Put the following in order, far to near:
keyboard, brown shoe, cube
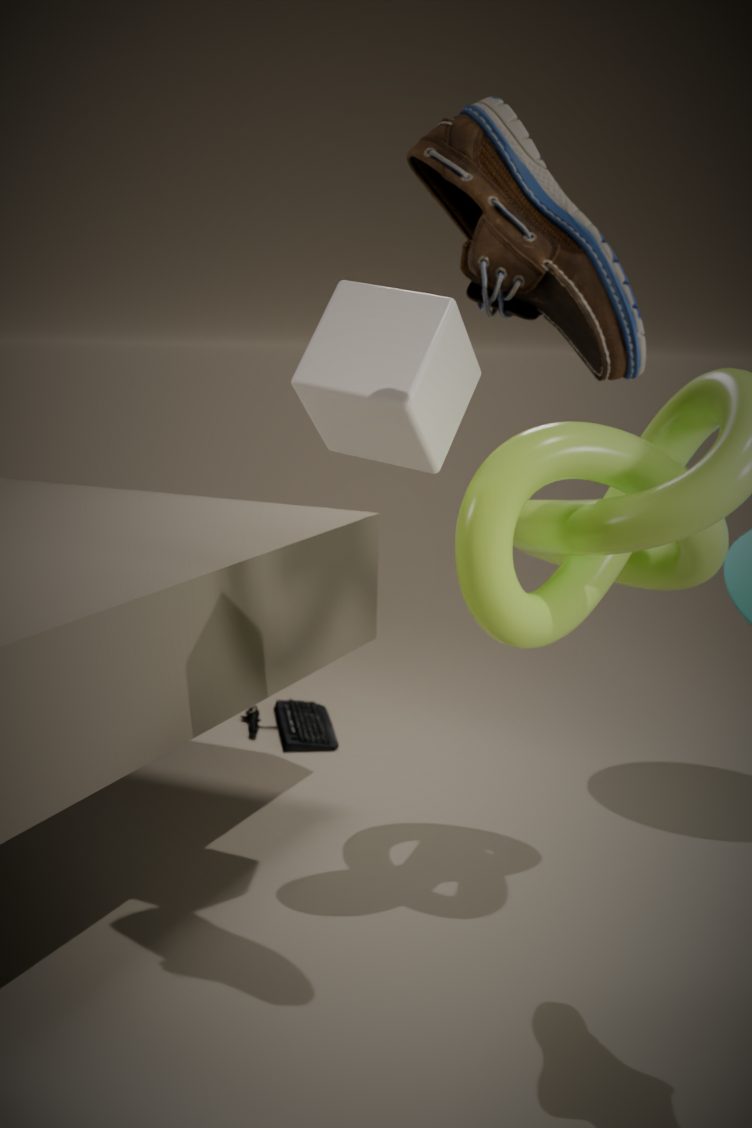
keyboard < cube < brown shoe
